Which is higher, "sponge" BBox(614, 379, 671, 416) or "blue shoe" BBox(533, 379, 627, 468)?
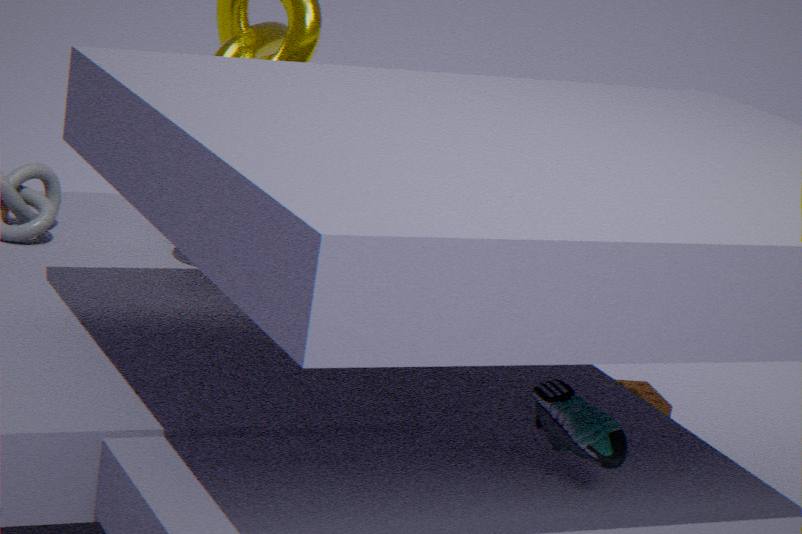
"blue shoe" BBox(533, 379, 627, 468)
